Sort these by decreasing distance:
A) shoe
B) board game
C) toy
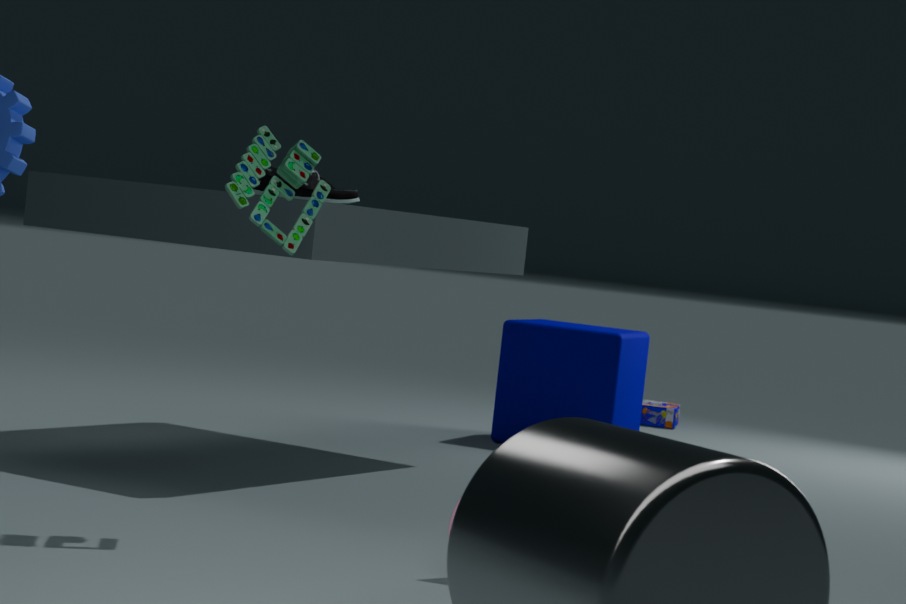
1. board game
2. shoe
3. toy
